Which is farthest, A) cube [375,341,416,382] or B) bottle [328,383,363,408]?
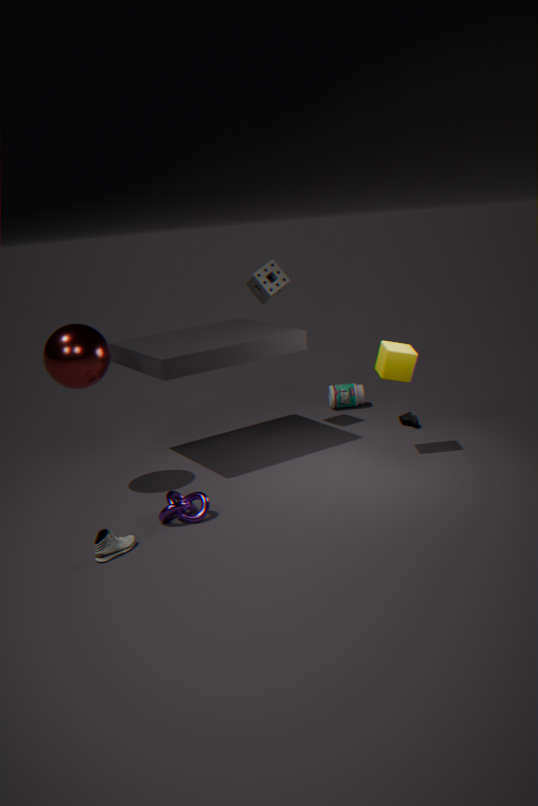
B. bottle [328,383,363,408]
